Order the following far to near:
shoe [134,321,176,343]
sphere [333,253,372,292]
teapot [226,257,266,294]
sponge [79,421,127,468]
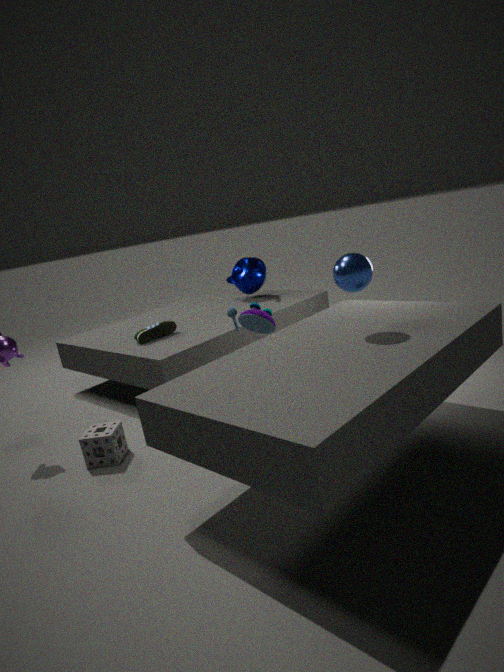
teapot [226,257,266,294] → shoe [134,321,176,343] → sponge [79,421,127,468] → sphere [333,253,372,292]
